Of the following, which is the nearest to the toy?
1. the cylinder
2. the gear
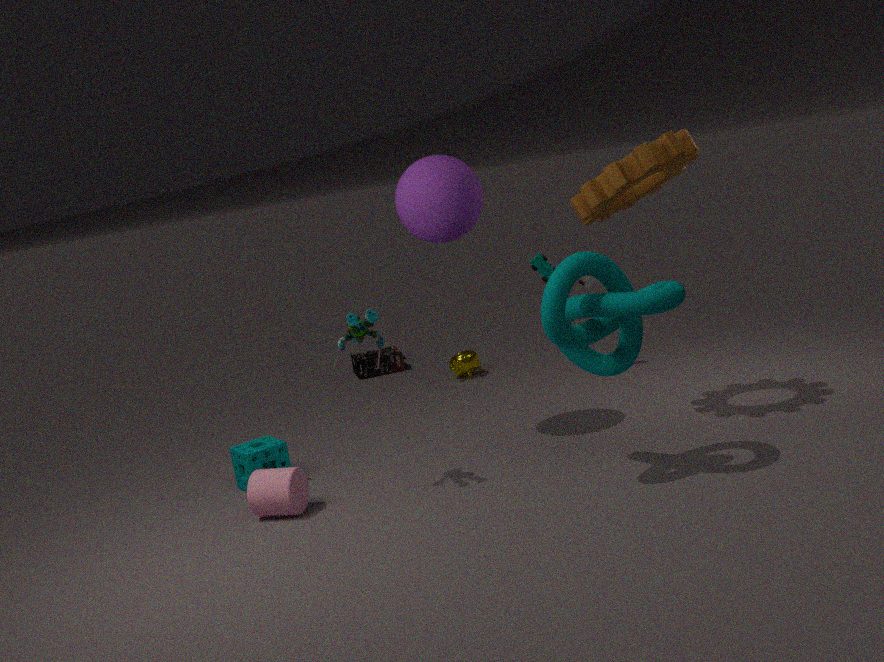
the gear
